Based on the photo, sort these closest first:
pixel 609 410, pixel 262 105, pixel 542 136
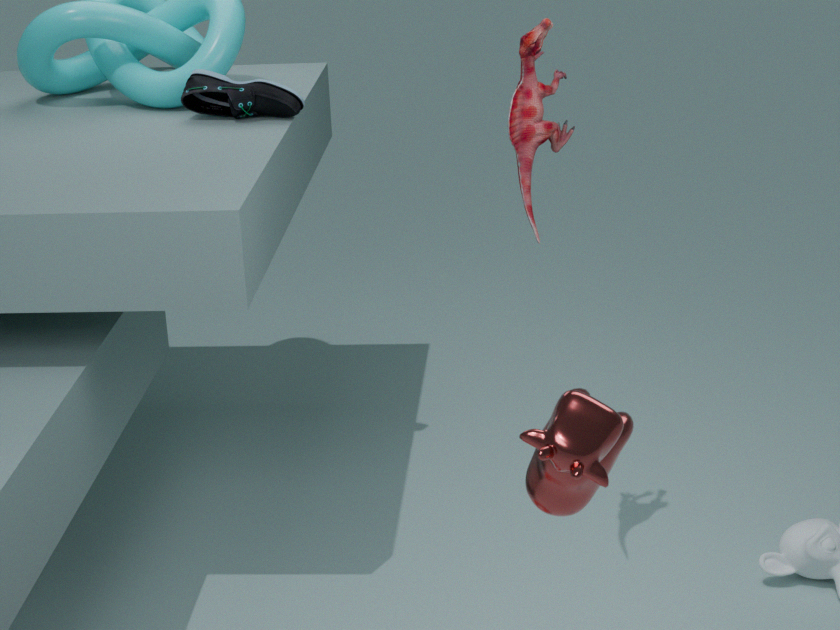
1. pixel 609 410
2. pixel 542 136
3. pixel 262 105
